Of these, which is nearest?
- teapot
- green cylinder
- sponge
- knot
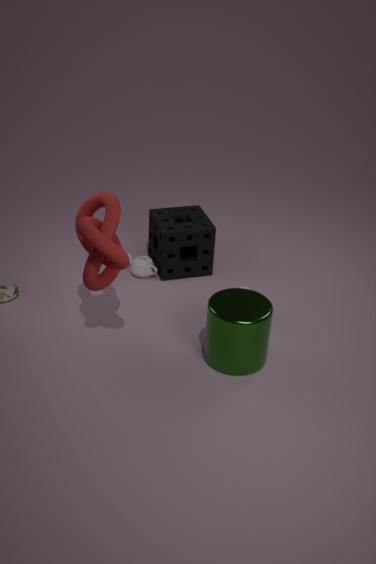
knot
